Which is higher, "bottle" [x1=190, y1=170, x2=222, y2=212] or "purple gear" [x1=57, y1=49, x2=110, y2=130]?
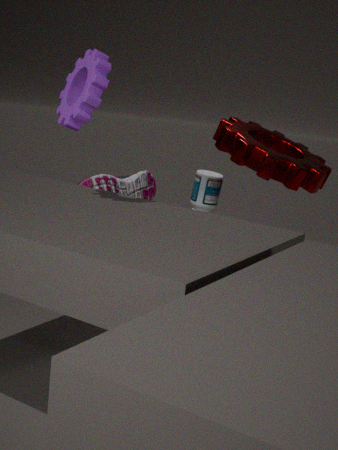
"purple gear" [x1=57, y1=49, x2=110, y2=130]
